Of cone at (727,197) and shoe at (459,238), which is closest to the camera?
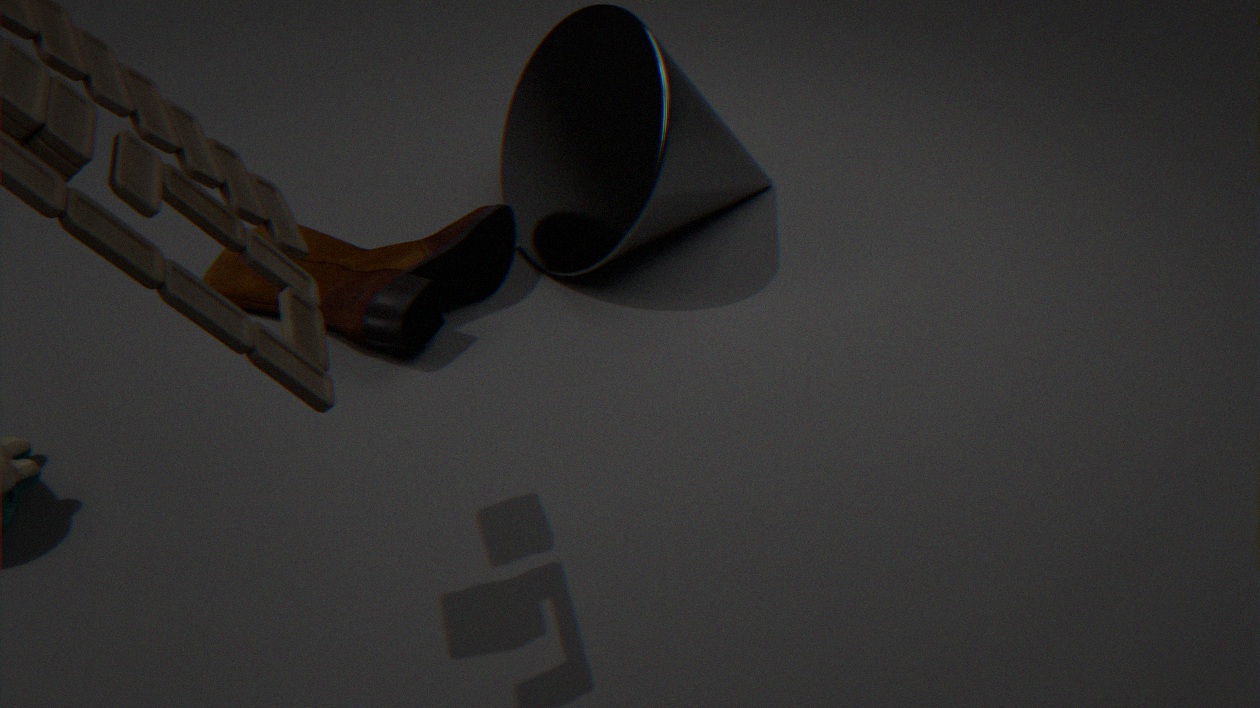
shoe at (459,238)
